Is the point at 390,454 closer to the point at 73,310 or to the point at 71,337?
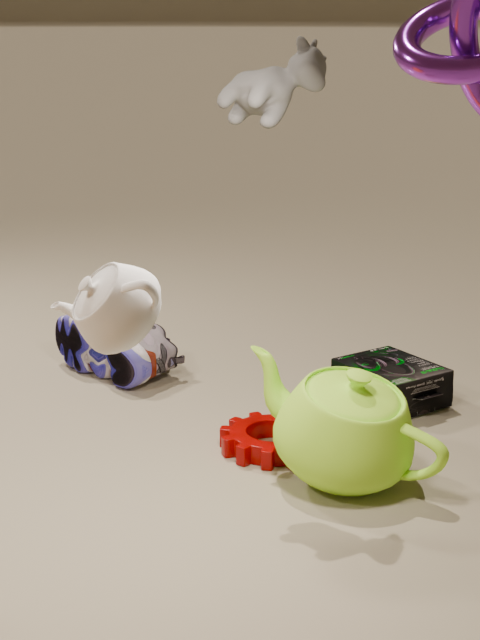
the point at 73,310
